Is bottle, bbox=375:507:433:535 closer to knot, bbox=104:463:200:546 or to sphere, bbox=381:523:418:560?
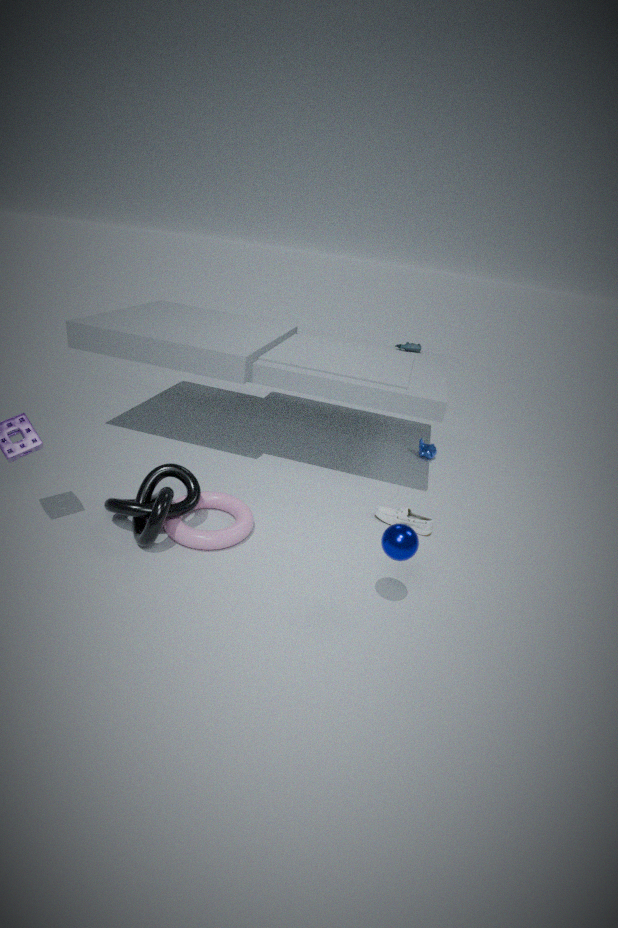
sphere, bbox=381:523:418:560
